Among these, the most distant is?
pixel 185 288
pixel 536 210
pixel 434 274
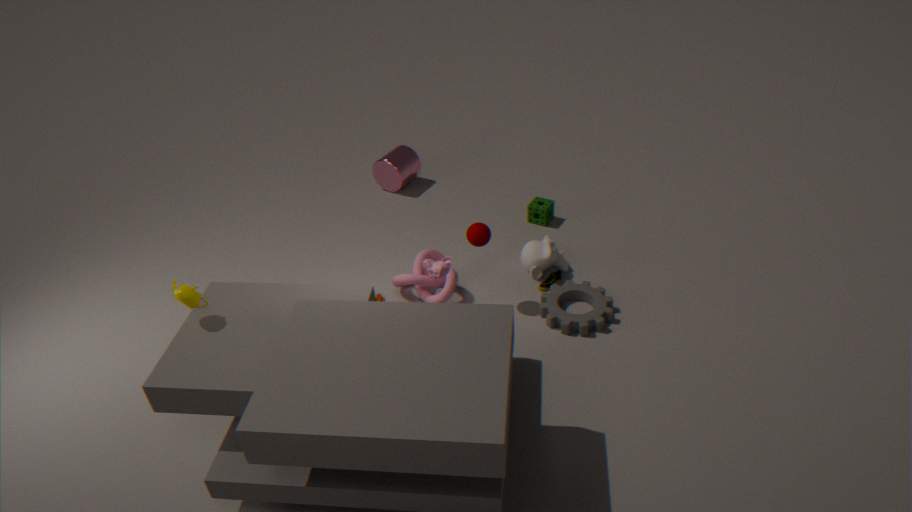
pixel 536 210
